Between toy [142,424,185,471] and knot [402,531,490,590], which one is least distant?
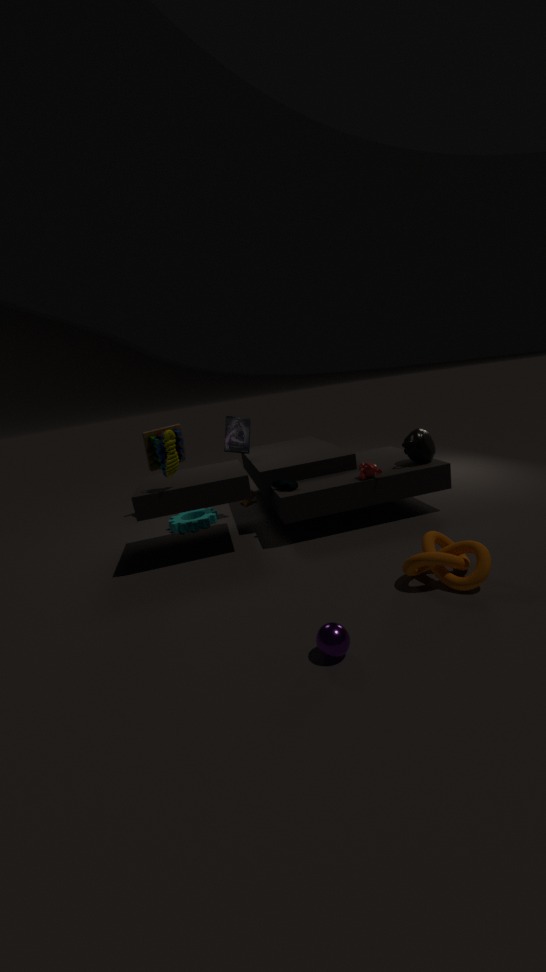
knot [402,531,490,590]
